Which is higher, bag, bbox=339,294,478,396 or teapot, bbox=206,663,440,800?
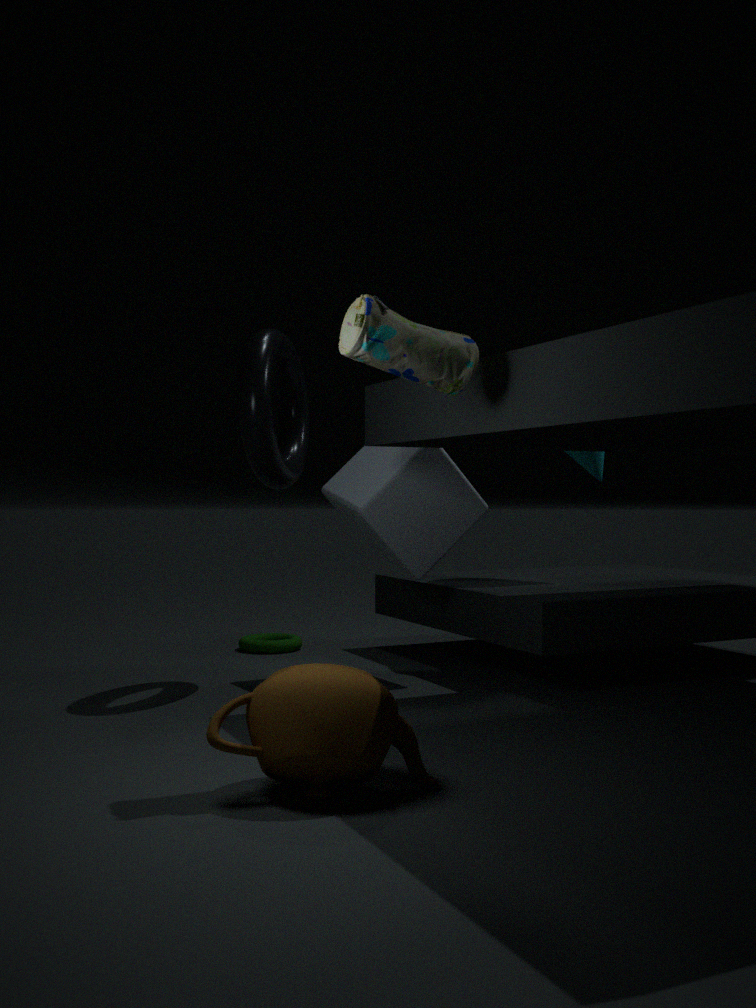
bag, bbox=339,294,478,396
